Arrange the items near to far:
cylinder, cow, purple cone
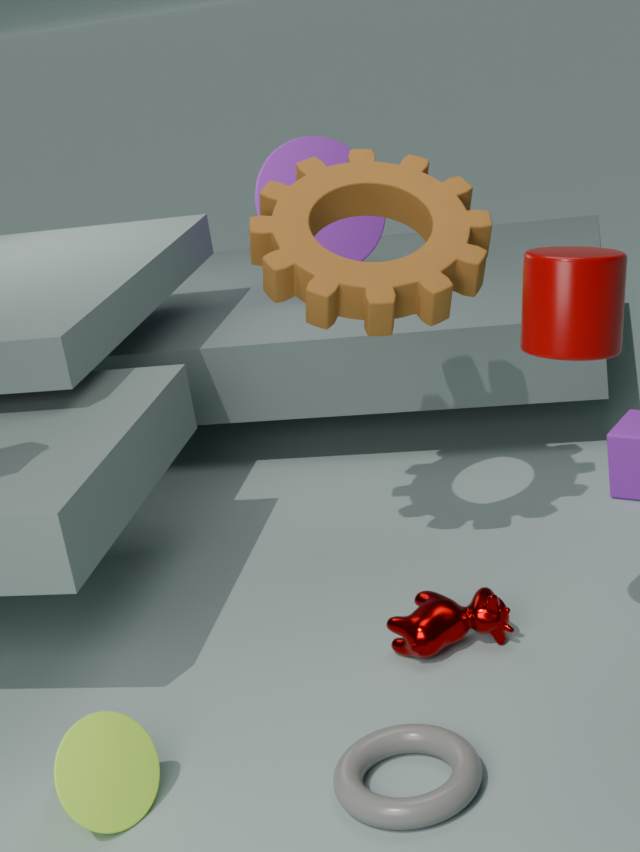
1. cylinder
2. cow
3. purple cone
